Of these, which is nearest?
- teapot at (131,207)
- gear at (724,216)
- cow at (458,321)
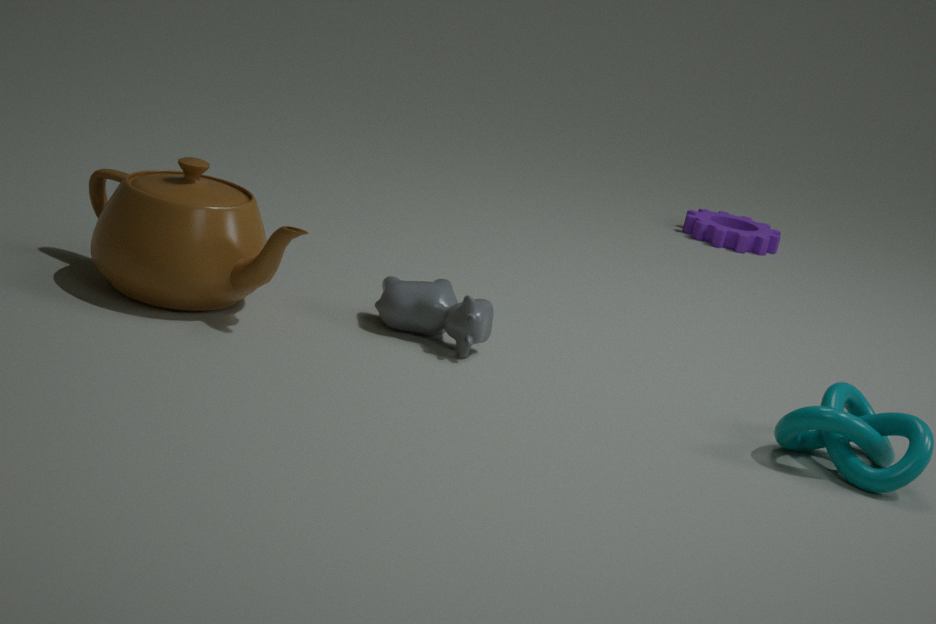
teapot at (131,207)
